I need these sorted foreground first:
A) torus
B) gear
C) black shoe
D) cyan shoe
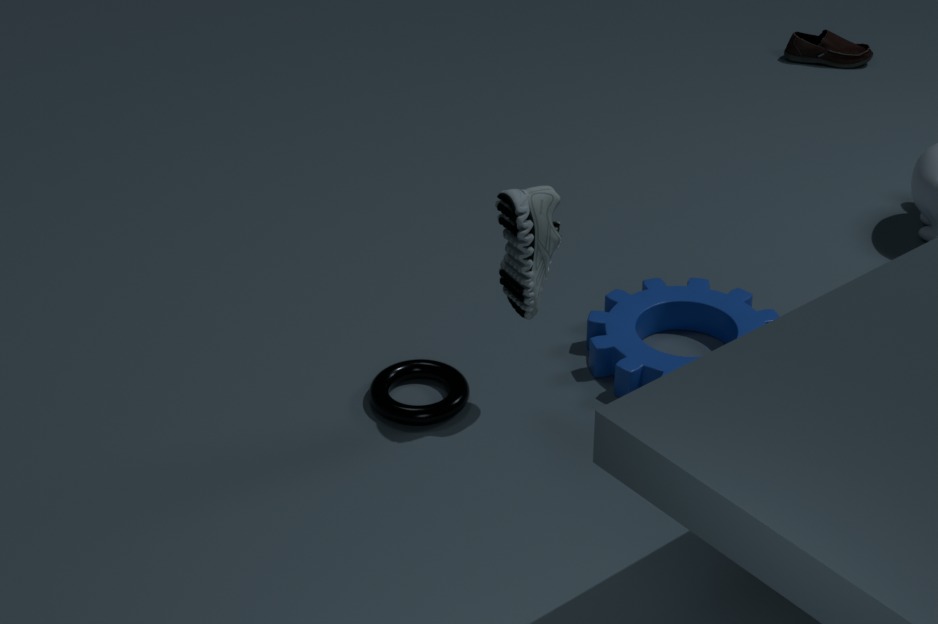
cyan shoe
torus
gear
black shoe
